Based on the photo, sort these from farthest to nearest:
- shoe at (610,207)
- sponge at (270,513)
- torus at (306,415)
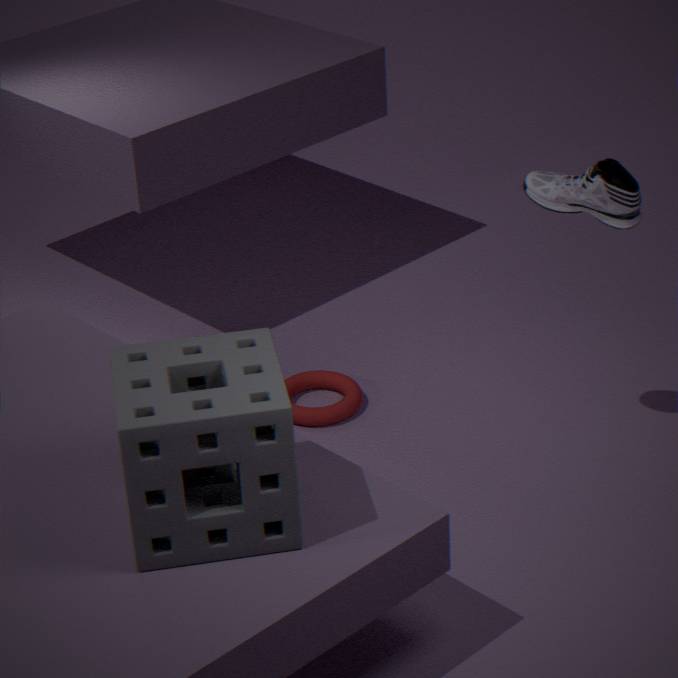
torus at (306,415) → shoe at (610,207) → sponge at (270,513)
